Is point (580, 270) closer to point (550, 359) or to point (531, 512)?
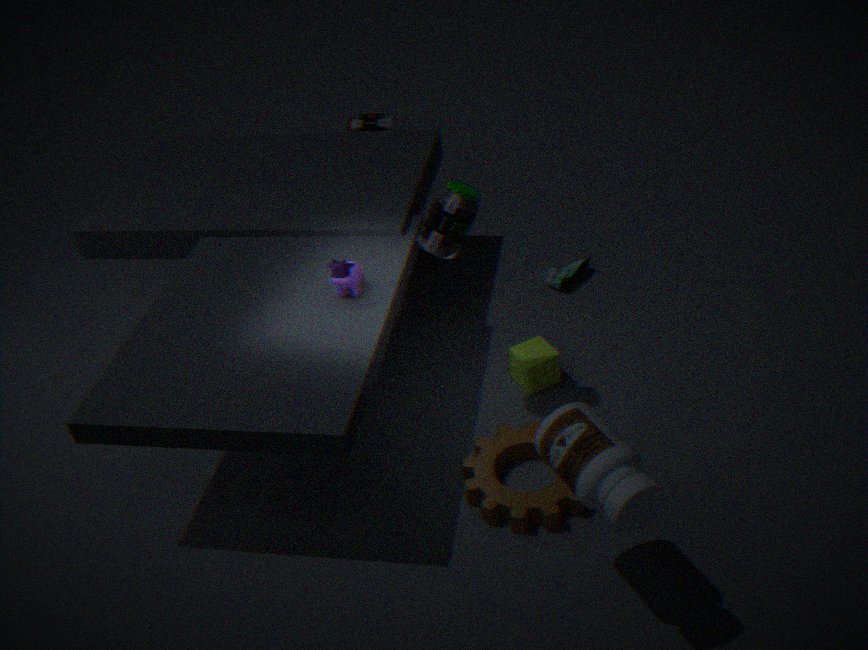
point (550, 359)
